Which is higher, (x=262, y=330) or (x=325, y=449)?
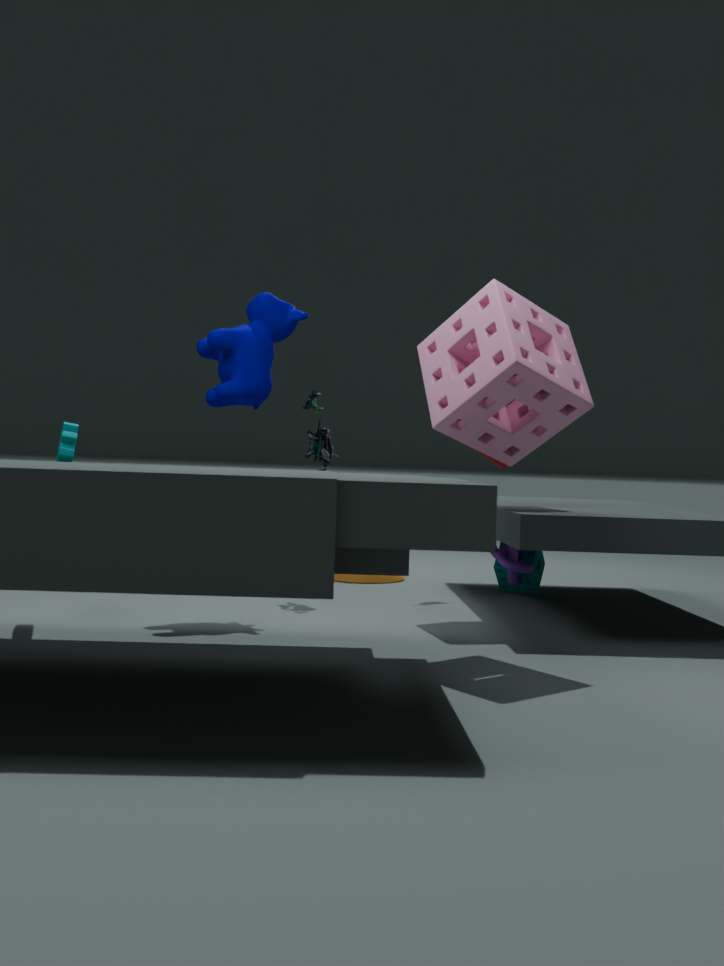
(x=262, y=330)
